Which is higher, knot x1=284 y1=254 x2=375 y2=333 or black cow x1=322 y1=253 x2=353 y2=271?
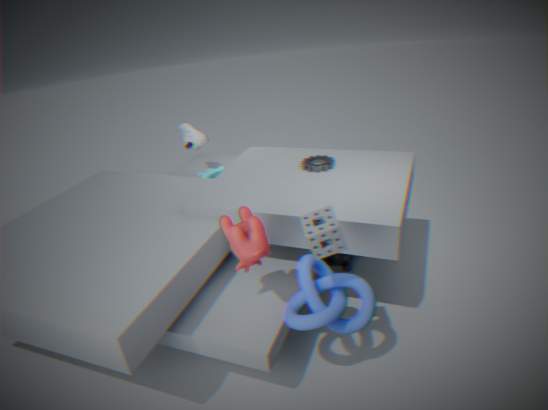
knot x1=284 y1=254 x2=375 y2=333
